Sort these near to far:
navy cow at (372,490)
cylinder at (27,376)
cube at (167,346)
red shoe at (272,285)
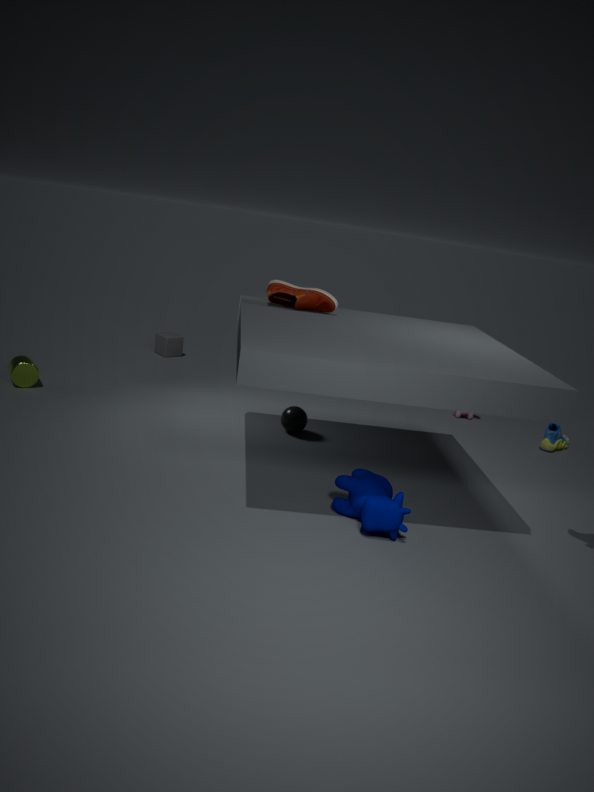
navy cow at (372,490)
red shoe at (272,285)
cylinder at (27,376)
cube at (167,346)
